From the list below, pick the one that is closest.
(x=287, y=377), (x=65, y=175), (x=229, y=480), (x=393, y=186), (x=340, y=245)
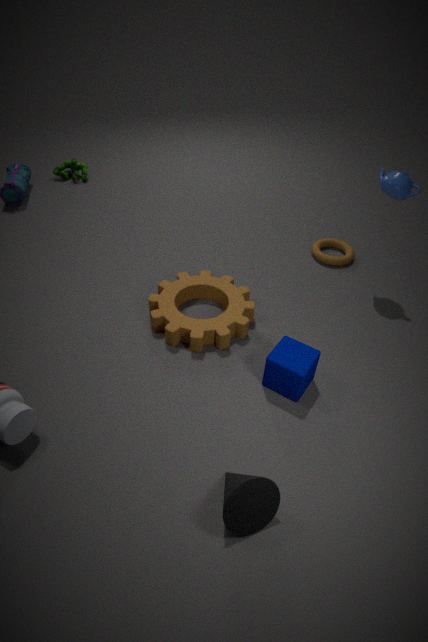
(x=229, y=480)
